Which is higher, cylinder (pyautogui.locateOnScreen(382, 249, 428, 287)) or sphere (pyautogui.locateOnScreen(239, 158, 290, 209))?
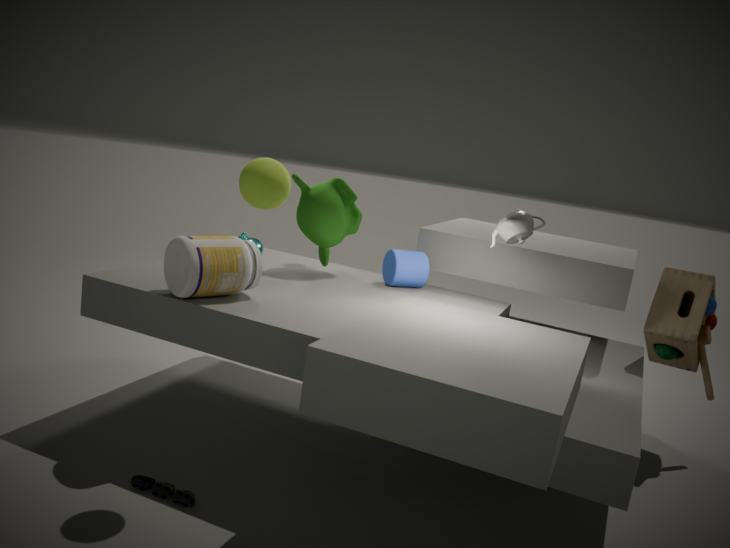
sphere (pyautogui.locateOnScreen(239, 158, 290, 209))
